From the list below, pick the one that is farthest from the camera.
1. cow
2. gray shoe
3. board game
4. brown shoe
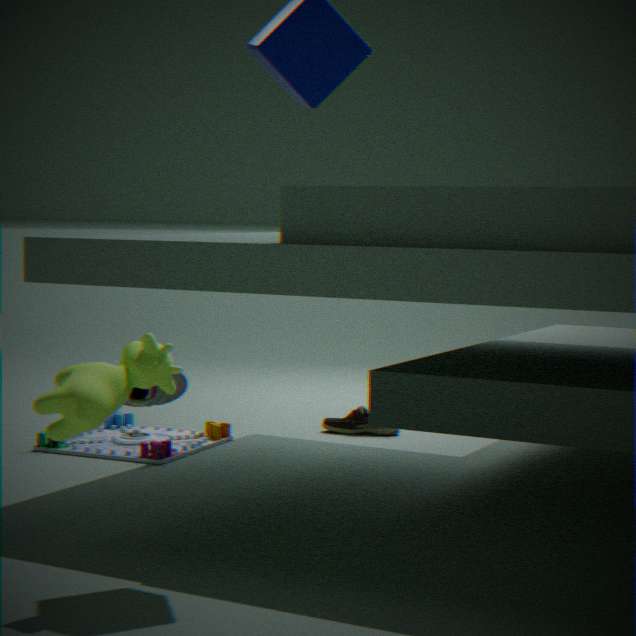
brown shoe
